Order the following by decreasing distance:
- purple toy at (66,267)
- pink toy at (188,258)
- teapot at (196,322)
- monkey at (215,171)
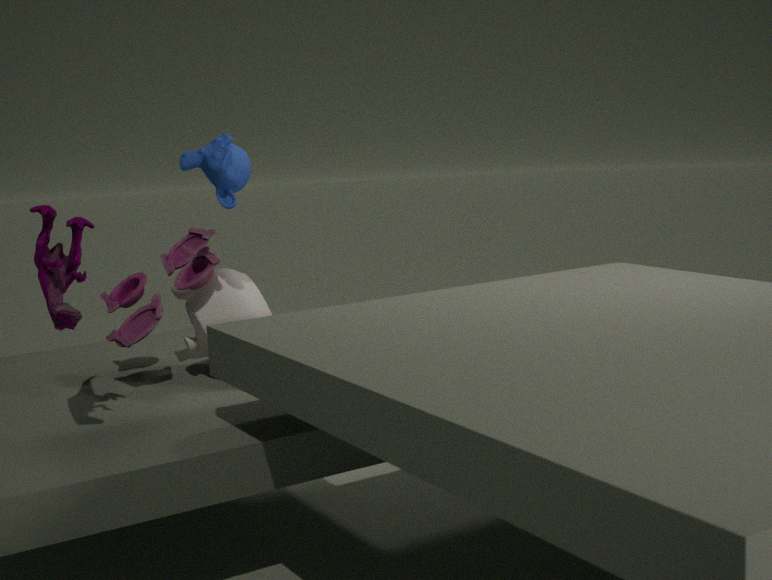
1. teapot at (196,322)
2. pink toy at (188,258)
3. monkey at (215,171)
4. purple toy at (66,267)
